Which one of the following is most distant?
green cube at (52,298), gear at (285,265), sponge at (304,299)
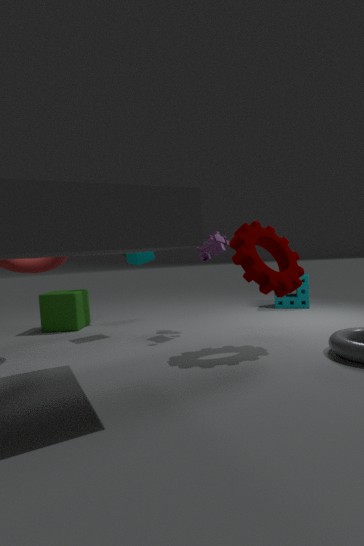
sponge at (304,299)
